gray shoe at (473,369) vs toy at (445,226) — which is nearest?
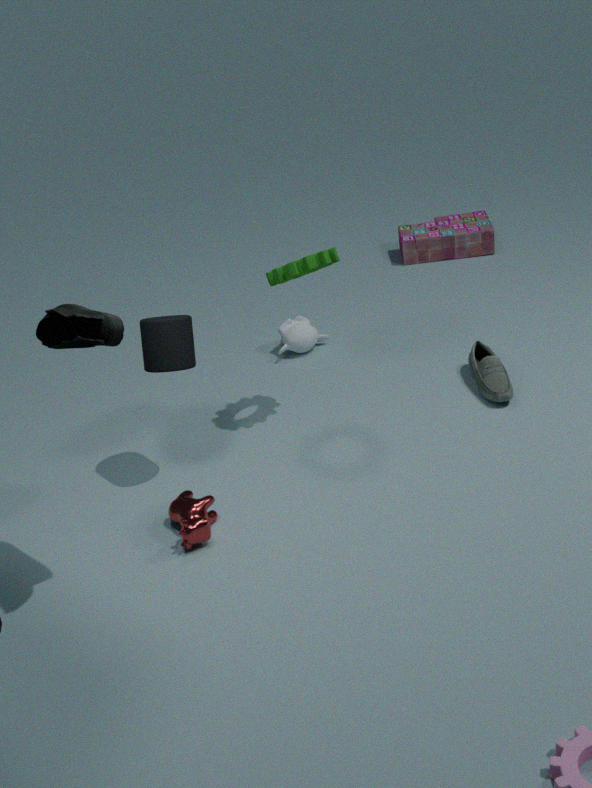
gray shoe at (473,369)
